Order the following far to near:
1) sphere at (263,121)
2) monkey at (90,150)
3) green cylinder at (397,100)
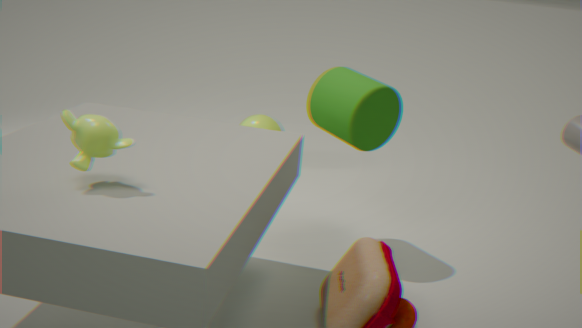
1. 1. sphere at (263,121)
2. 3. green cylinder at (397,100)
3. 2. monkey at (90,150)
